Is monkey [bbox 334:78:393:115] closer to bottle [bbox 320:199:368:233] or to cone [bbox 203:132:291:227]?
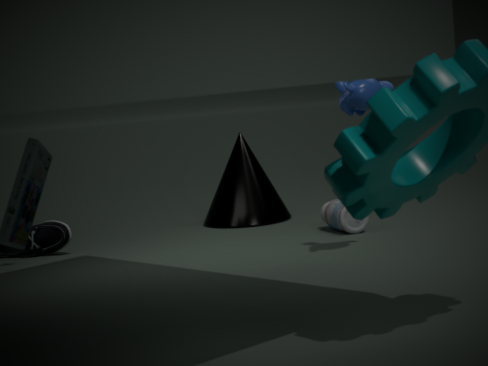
bottle [bbox 320:199:368:233]
